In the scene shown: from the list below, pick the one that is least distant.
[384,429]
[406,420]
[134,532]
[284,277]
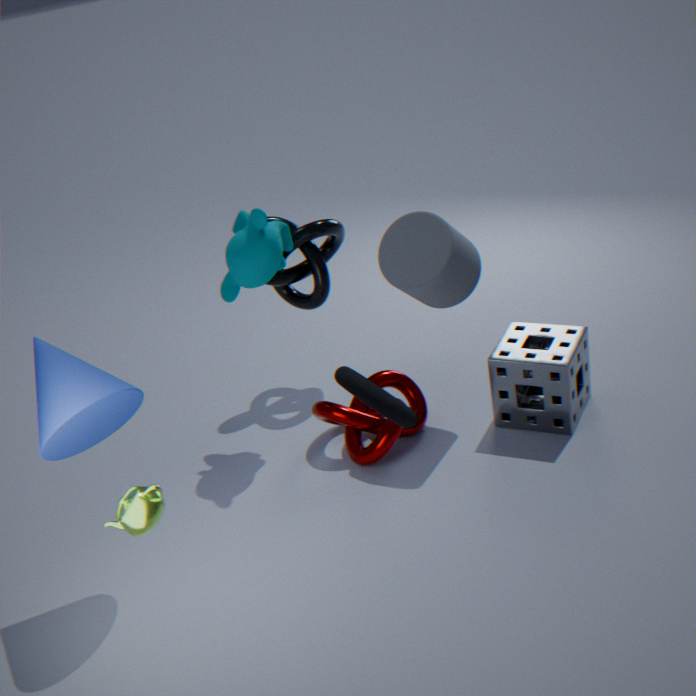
[406,420]
